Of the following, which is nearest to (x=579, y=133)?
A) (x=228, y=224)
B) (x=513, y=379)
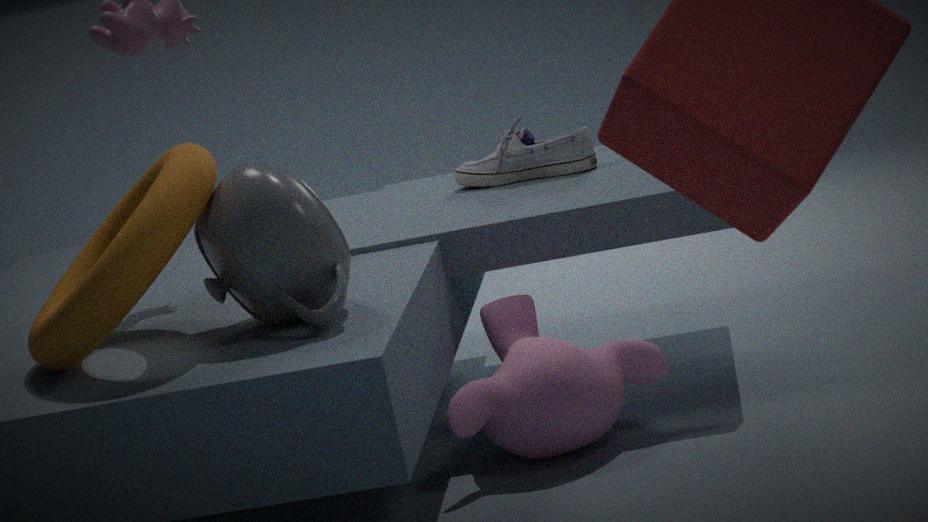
(x=513, y=379)
